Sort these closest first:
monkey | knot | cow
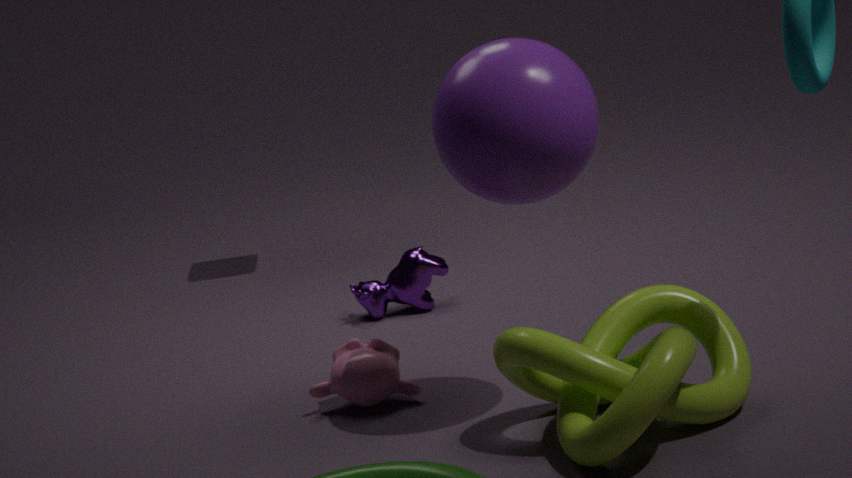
knot < monkey < cow
